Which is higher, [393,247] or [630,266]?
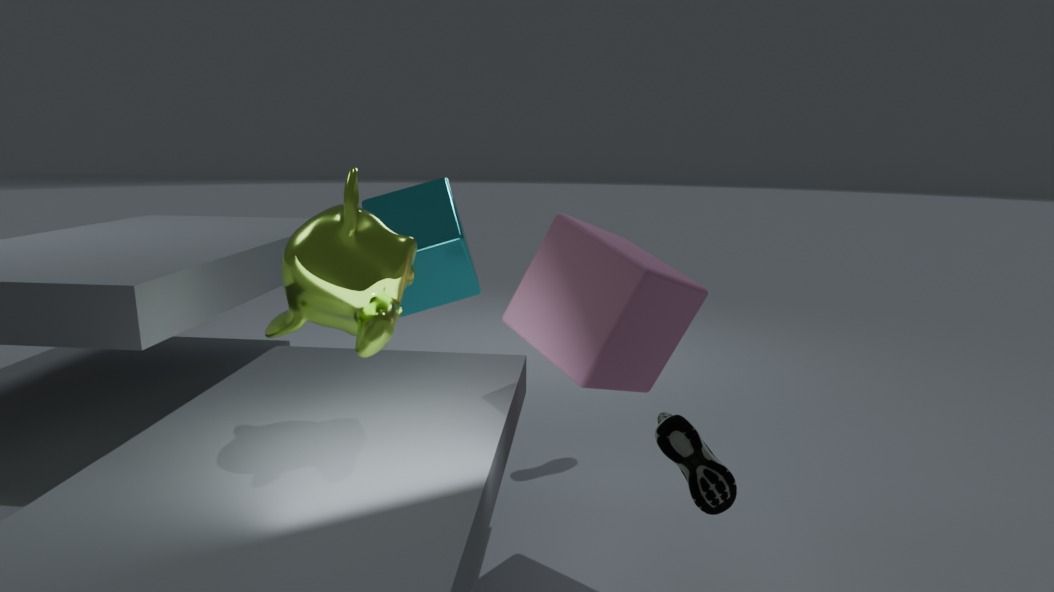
[393,247]
